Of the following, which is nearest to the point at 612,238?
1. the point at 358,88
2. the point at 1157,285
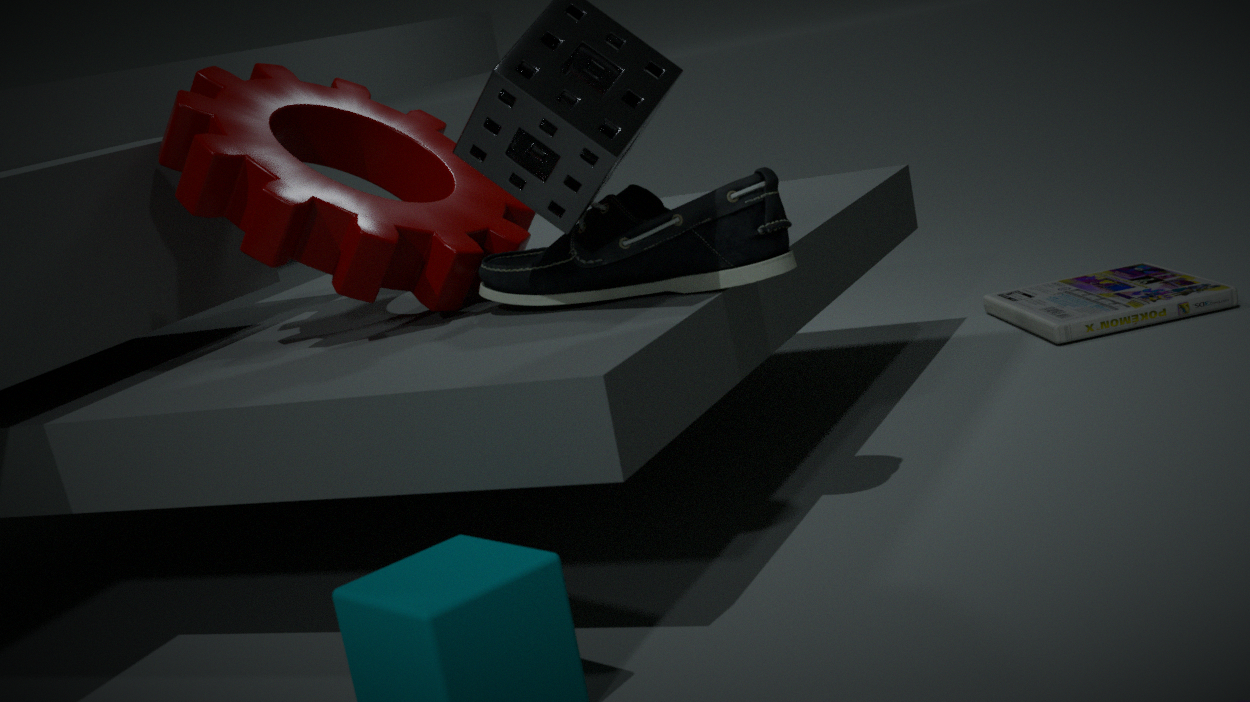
the point at 358,88
